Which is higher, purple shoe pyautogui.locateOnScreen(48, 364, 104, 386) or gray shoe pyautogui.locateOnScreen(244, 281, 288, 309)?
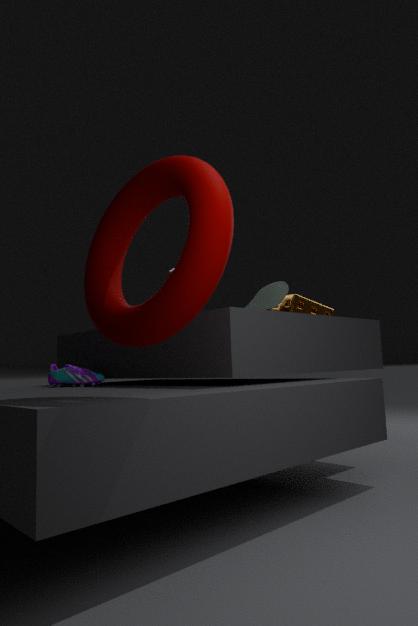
gray shoe pyautogui.locateOnScreen(244, 281, 288, 309)
